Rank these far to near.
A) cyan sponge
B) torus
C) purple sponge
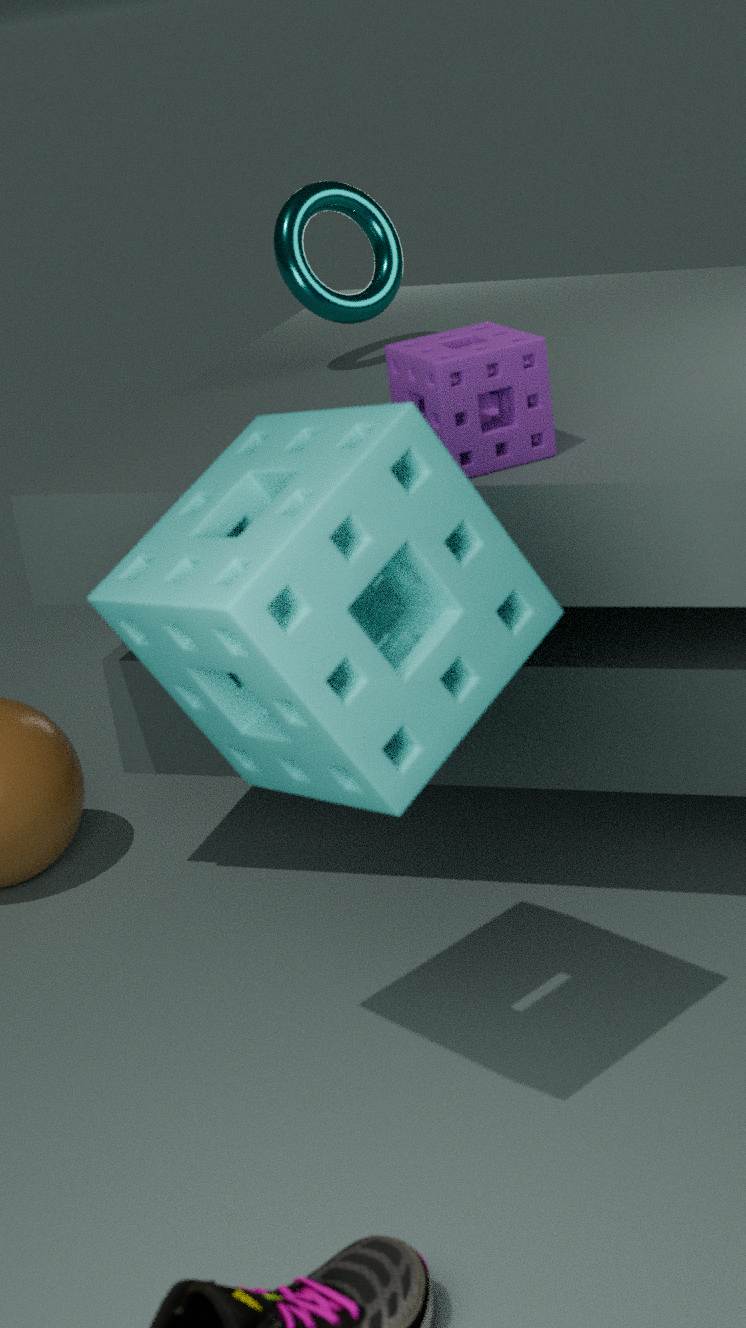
torus < purple sponge < cyan sponge
